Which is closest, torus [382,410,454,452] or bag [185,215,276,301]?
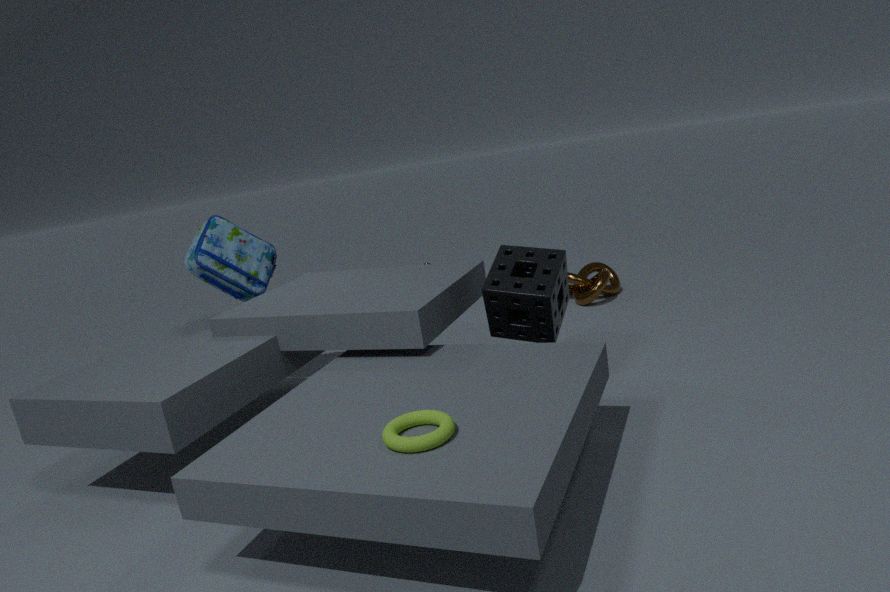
torus [382,410,454,452]
